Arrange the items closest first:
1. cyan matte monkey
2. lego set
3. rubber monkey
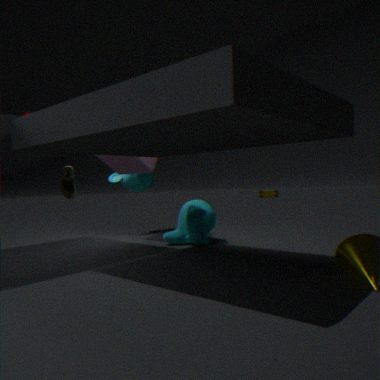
cyan matte monkey → rubber monkey → lego set
